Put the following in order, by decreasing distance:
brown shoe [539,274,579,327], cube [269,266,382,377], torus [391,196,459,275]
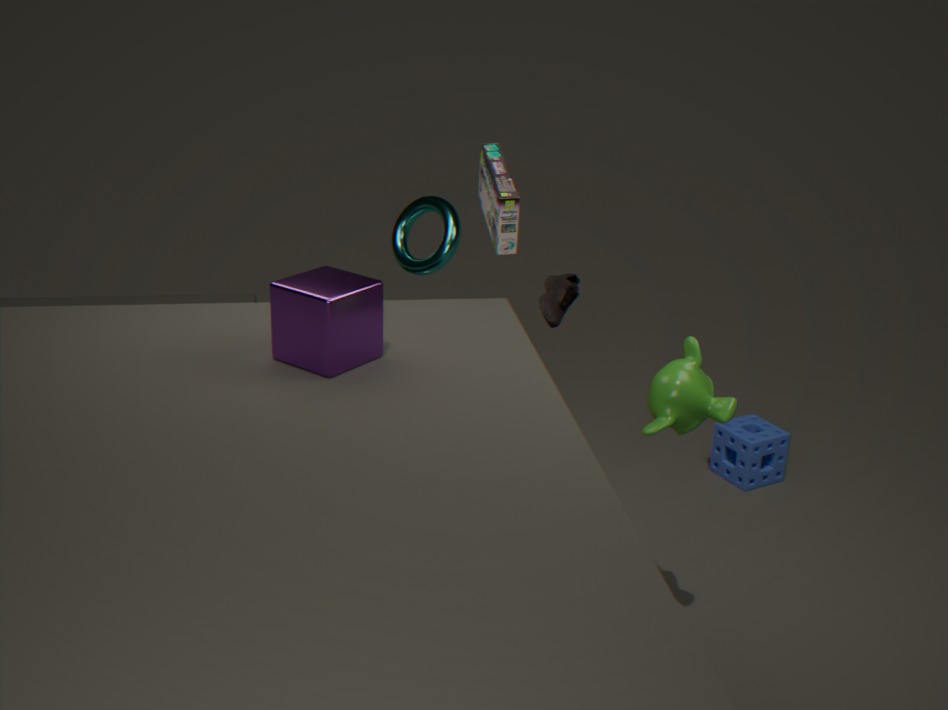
1. torus [391,196,459,275]
2. brown shoe [539,274,579,327]
3. cube [269,266,382,377]
